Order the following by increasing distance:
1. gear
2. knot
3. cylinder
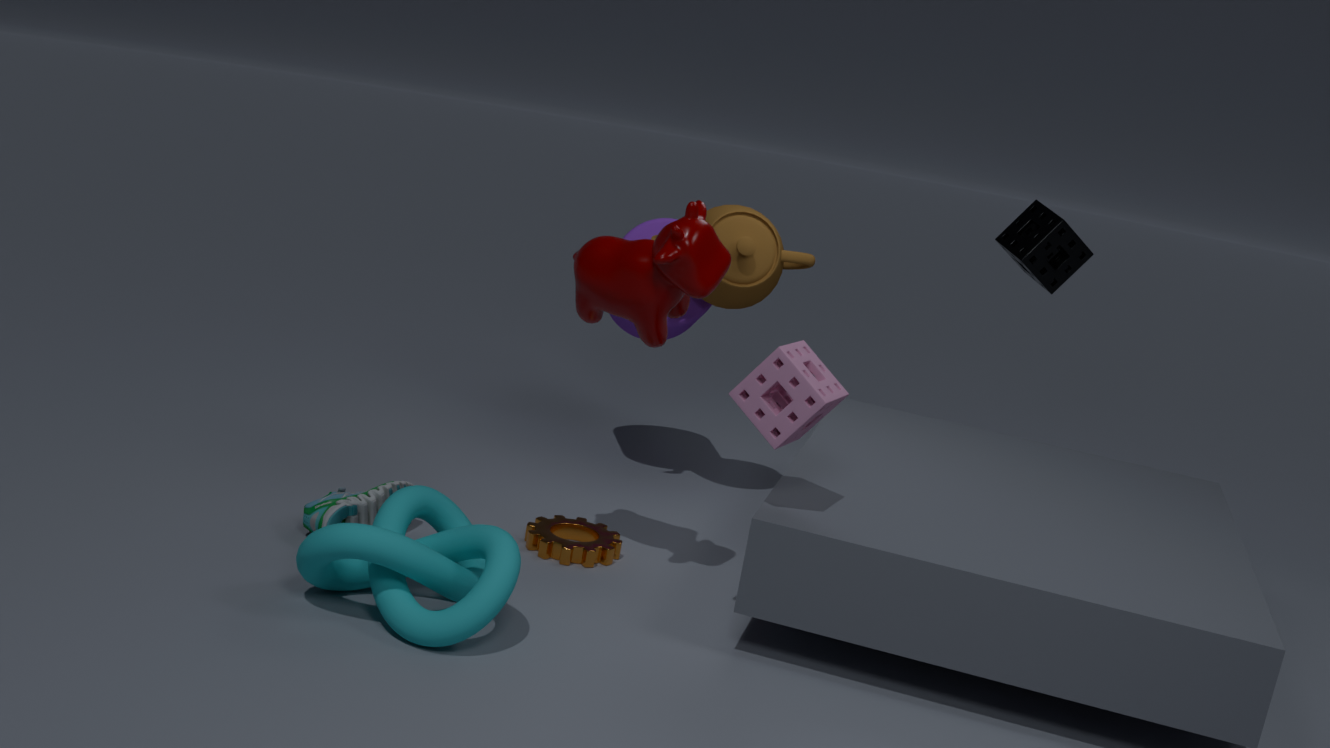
1. knot
2. gear
3. cylinder
